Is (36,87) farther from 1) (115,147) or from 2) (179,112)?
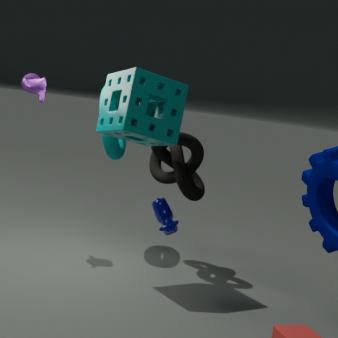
2) (179,112)
